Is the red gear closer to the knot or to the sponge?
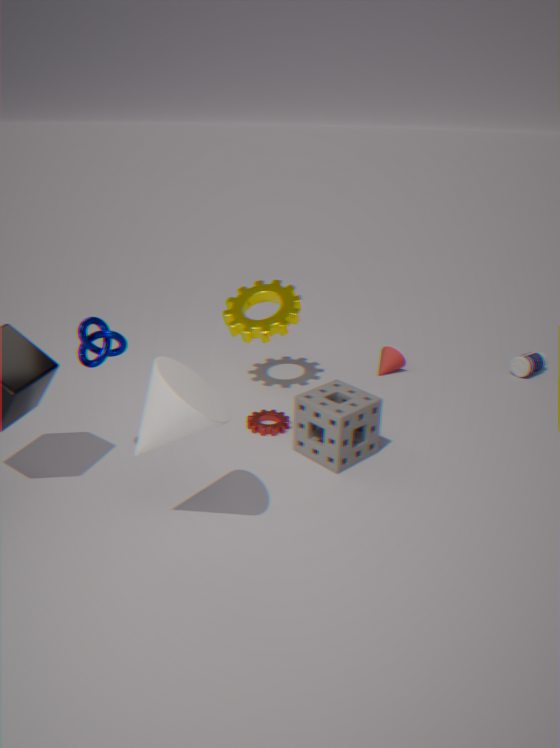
the sponge
